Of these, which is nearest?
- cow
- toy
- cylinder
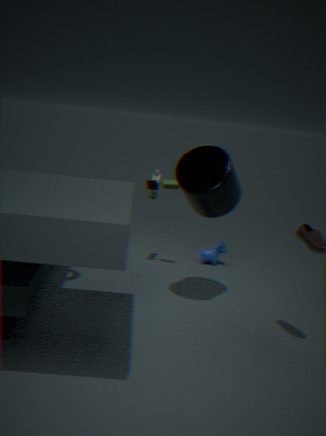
cylinder
